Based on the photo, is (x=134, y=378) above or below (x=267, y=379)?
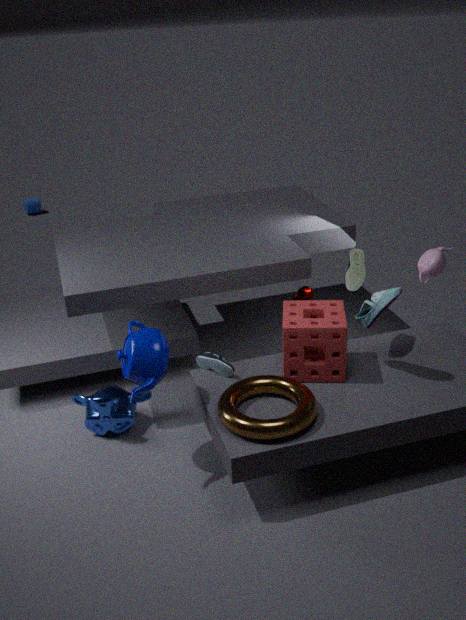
A: above
